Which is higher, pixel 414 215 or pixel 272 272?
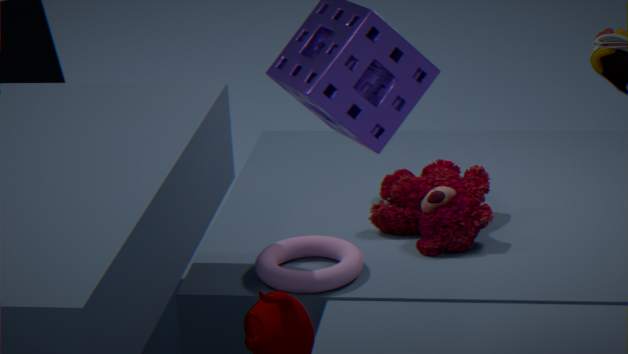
pixel 414 215
